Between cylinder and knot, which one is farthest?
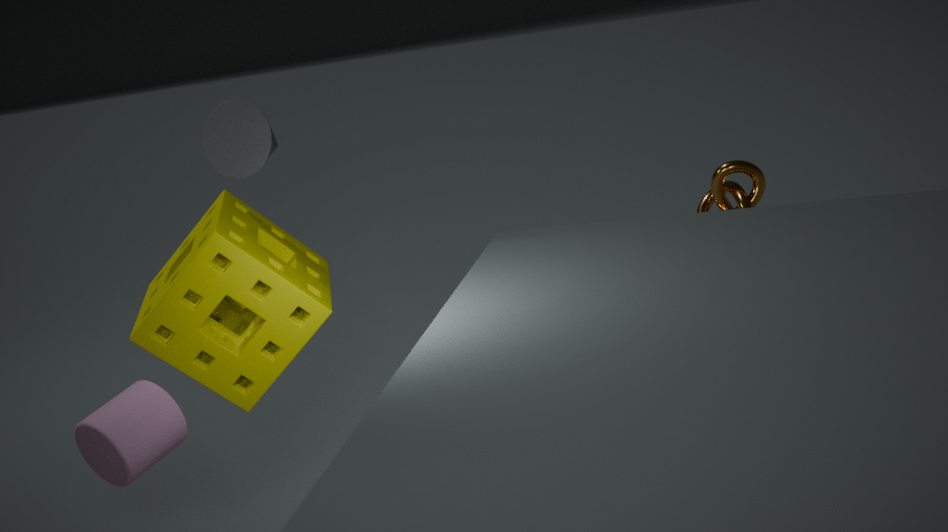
knot
